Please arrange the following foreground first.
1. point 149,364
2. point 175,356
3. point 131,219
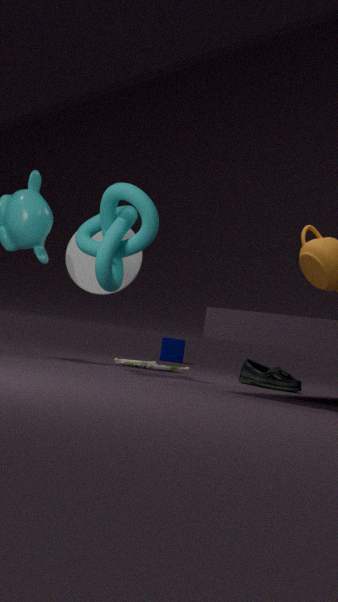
point 131,219, point 149,364, point 175,356
